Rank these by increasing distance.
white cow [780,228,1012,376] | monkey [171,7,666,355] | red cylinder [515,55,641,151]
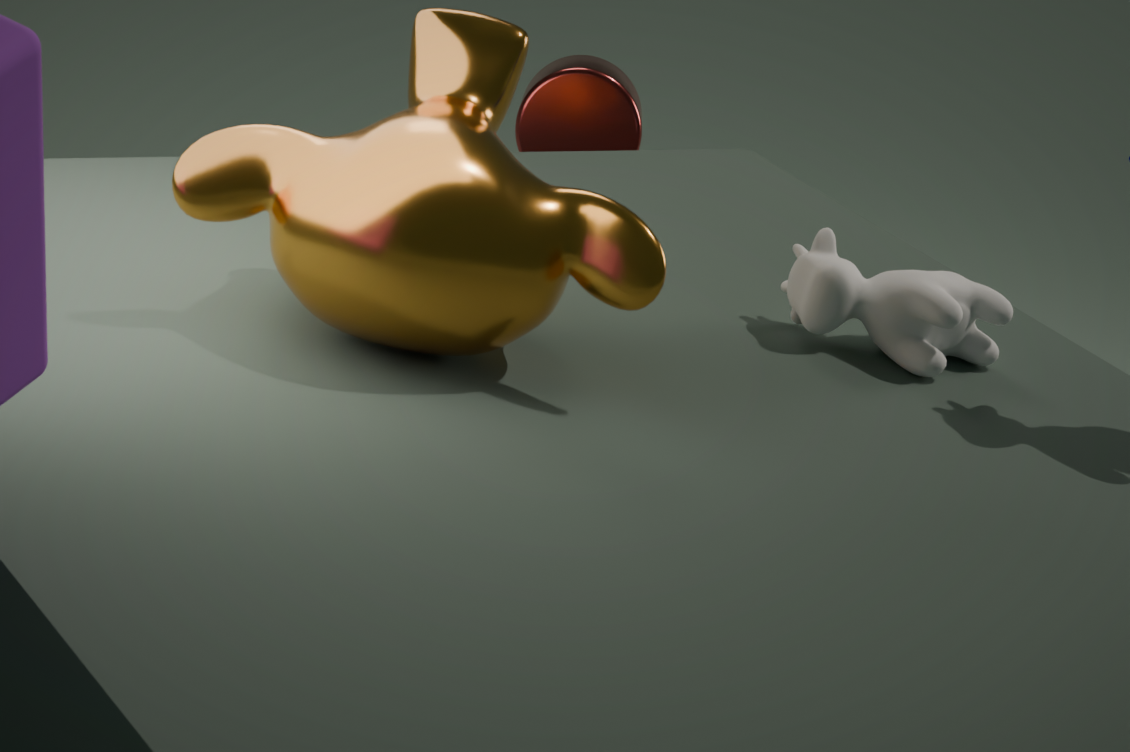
monkey [171,7,666,355] < white cow [780,228,1012,376] < red cylinder [515,55,641,151]
